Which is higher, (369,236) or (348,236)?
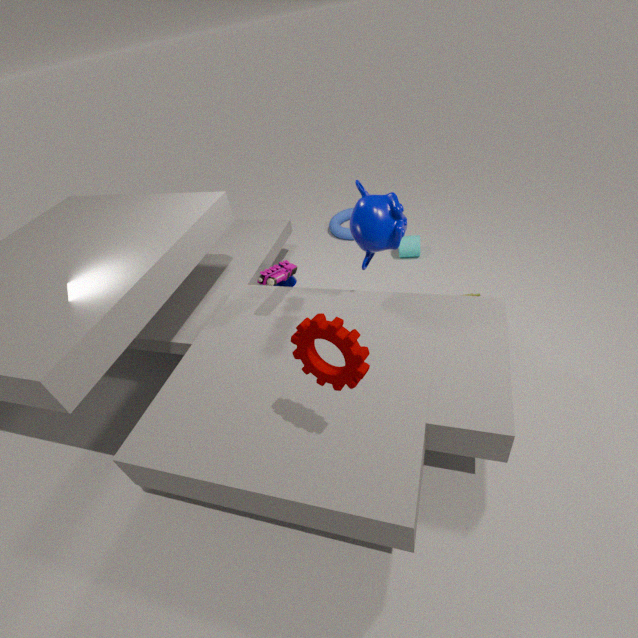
(369,236)
